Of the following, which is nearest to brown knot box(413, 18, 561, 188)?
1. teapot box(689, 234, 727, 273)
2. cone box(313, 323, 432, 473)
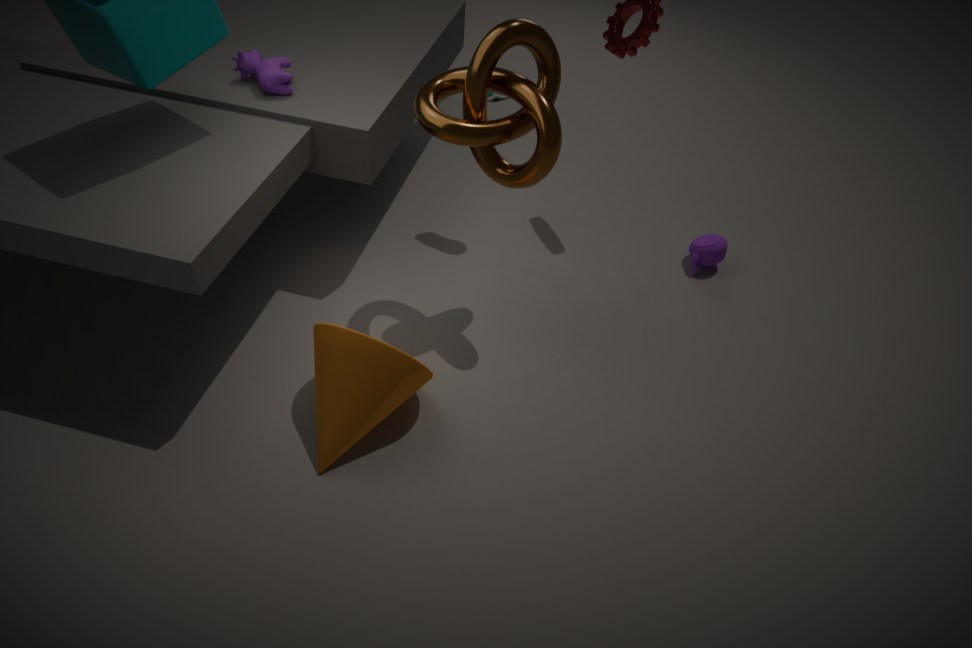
cone box(313, 323, 432, 473)
